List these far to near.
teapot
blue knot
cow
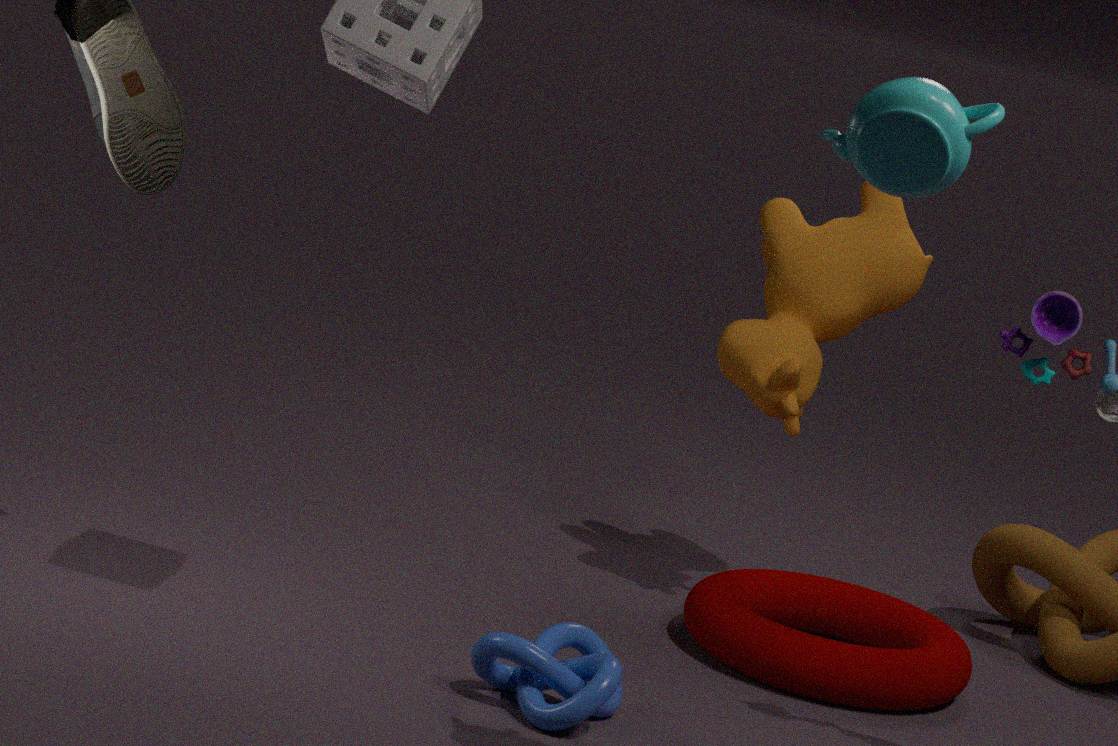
cow < blue knot < teapot
